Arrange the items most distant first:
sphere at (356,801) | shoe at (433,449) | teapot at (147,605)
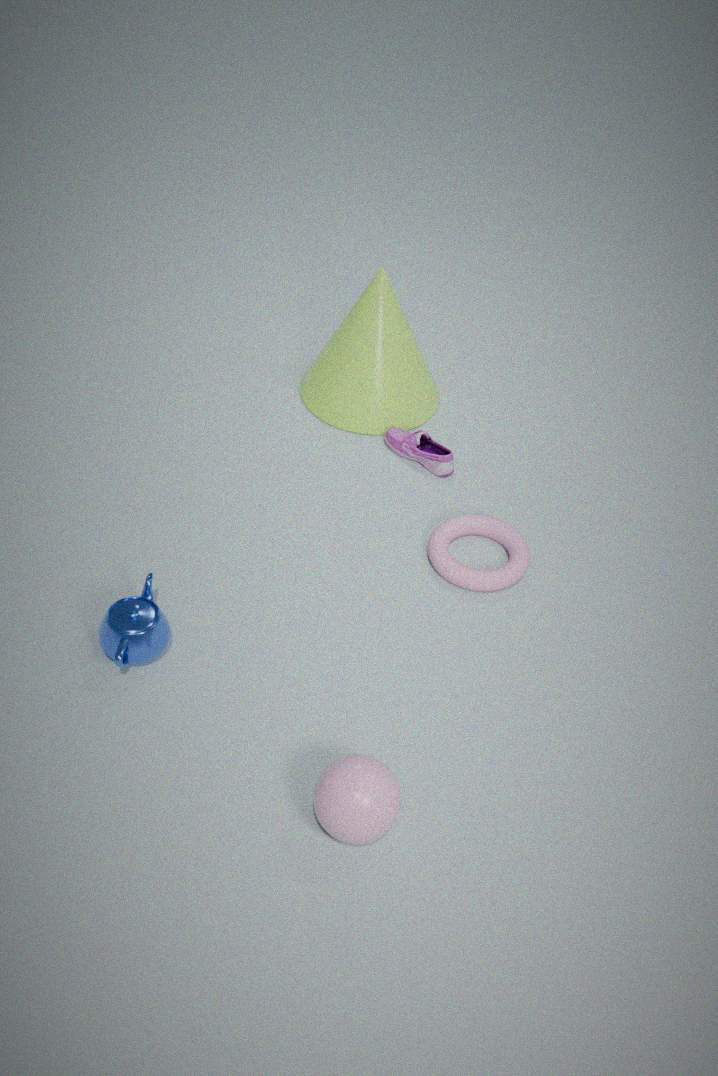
shoe at (433,449) → teapot at (147,605) → sphere at (356,801)
